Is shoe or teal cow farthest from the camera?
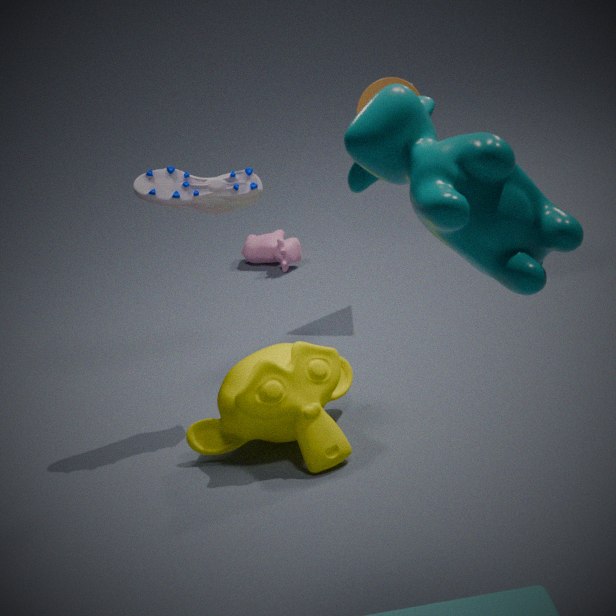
shoe
